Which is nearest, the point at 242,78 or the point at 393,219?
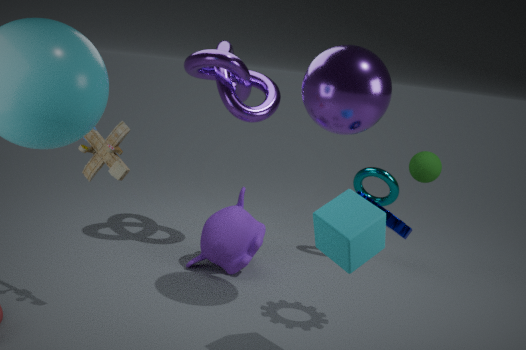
the point at 393,219
